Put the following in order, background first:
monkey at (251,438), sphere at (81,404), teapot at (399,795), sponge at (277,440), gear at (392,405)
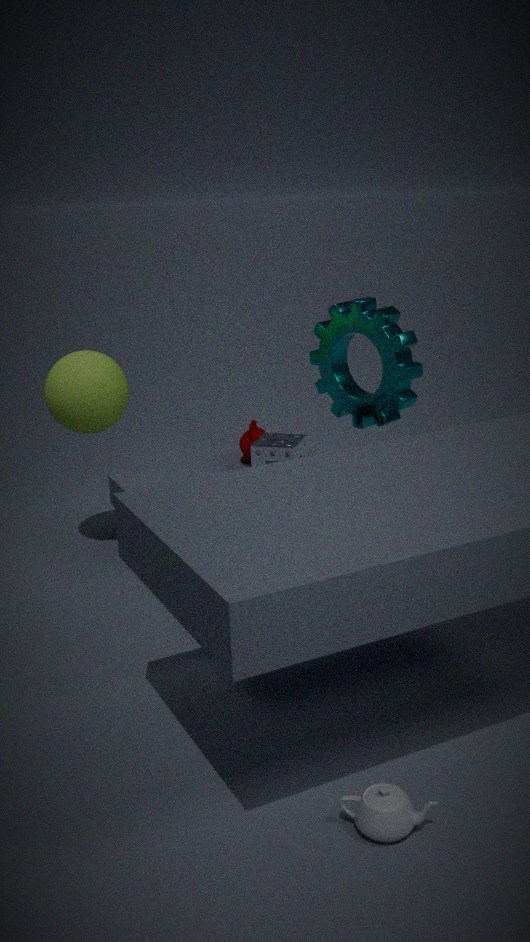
monkey at (251,438) → sphere at (81,404) → gear at (392,405) → sponge at (277,440) → teapot at (399,795)
